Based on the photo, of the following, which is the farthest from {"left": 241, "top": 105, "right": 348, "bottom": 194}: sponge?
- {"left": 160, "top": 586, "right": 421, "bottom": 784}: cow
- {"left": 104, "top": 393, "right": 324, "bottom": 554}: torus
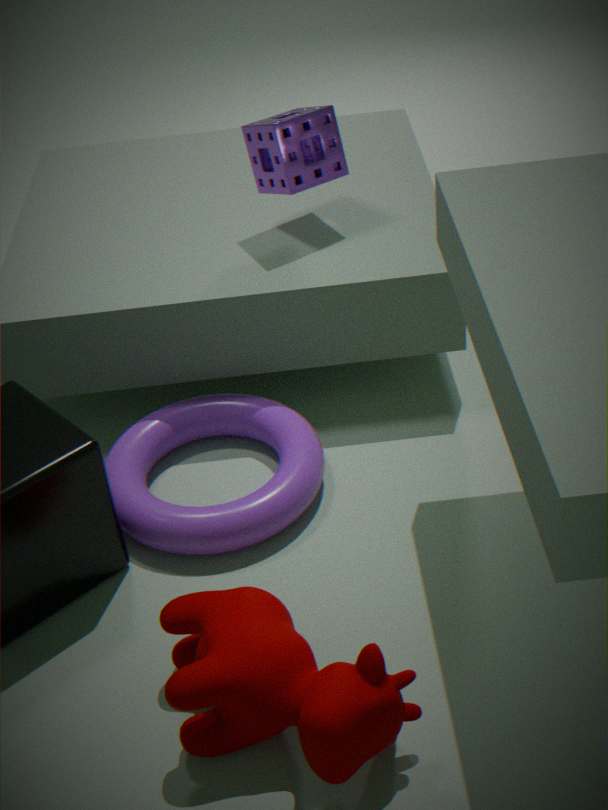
{"left": 160, "top": 586, "right": 421, "bottom": 784}: cow
